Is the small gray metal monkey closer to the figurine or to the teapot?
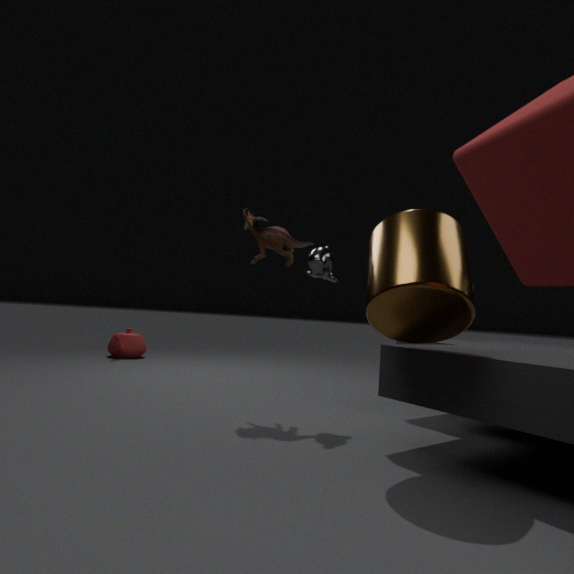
the figurine
